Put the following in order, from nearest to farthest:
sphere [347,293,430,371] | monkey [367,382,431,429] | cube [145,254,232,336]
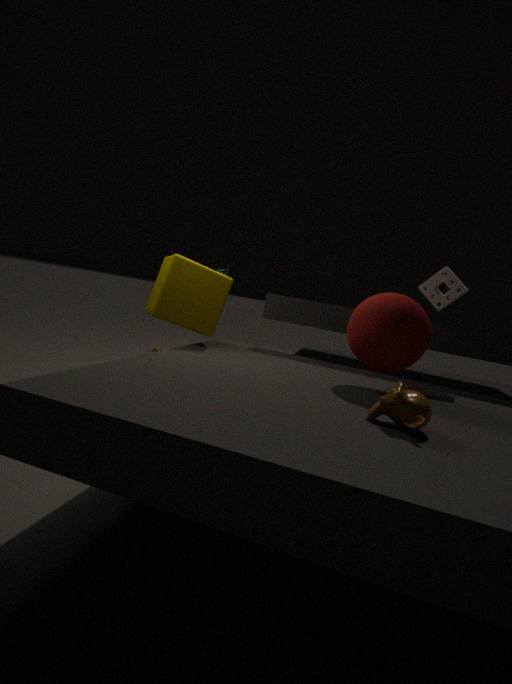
1. monkey [367,382,431,429]
2. sphere [347,293,430,371]
3. cube [145,254,232,336]
